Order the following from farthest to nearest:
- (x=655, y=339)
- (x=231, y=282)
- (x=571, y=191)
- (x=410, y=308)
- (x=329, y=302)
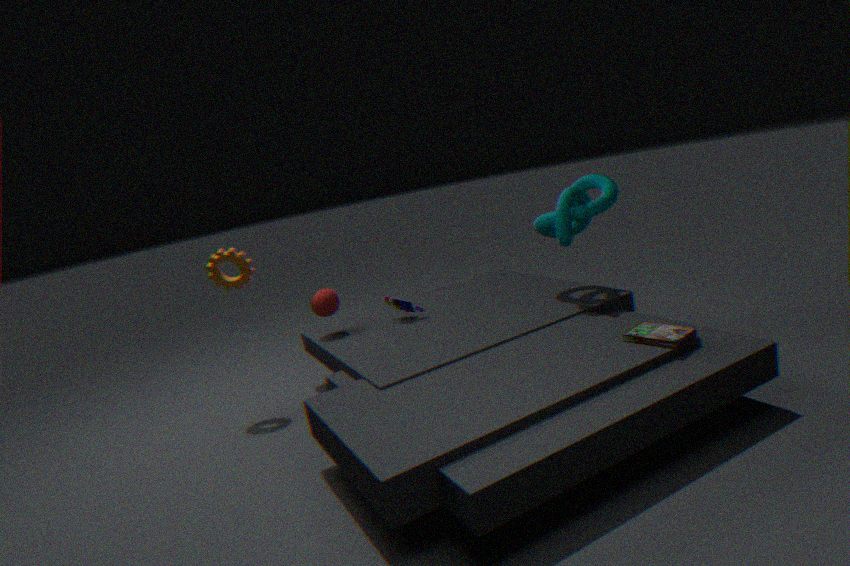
(x=410, y=308) < (x=329, y=302) < (x=231, y=282) < (x=571, y=191) < (x=655, y=339)
